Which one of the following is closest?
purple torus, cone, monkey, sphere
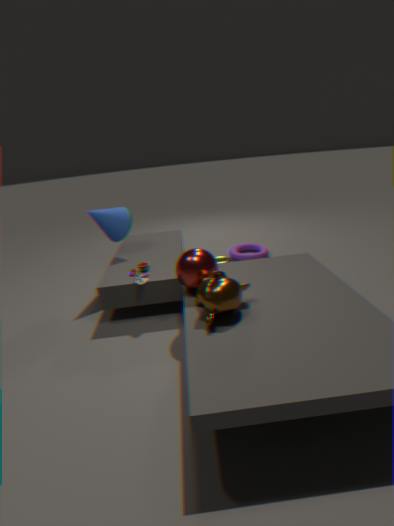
monkey
